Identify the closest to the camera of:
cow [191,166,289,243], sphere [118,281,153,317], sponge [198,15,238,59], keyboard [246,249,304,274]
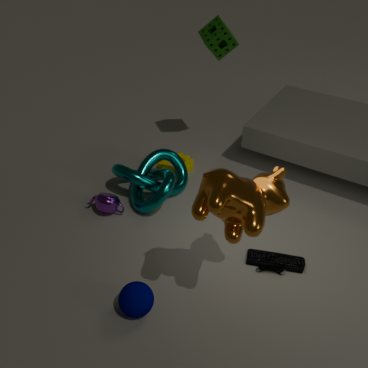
cow [191,166,289,243]
